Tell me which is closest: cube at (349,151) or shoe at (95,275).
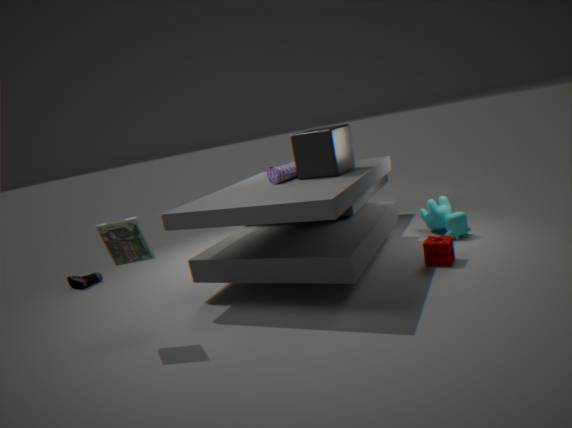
cube at (349,151)
